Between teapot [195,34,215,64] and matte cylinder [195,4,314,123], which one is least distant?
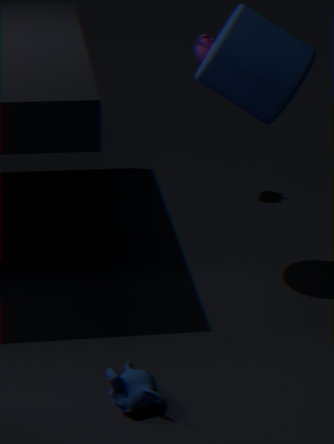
matte cylinder [195,4,314,123]
